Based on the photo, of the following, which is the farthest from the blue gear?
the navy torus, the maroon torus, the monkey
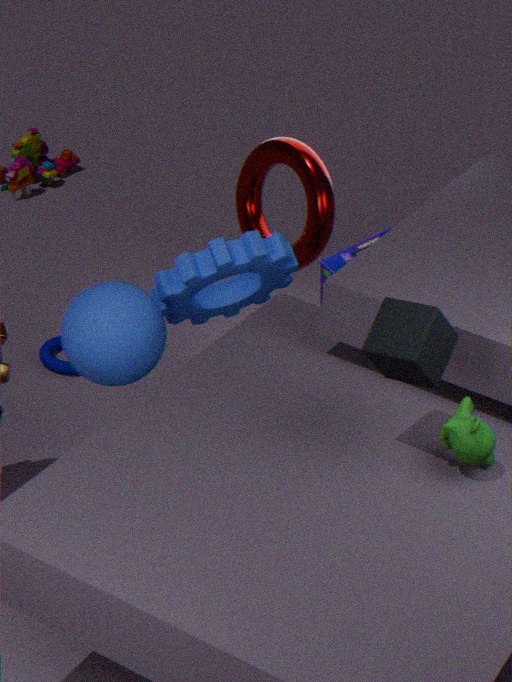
the monkey
